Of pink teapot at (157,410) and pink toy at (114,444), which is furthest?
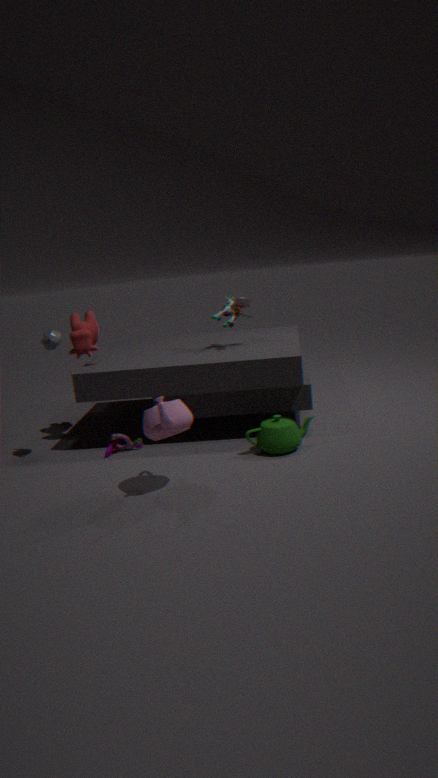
pink toy at (114,444)
